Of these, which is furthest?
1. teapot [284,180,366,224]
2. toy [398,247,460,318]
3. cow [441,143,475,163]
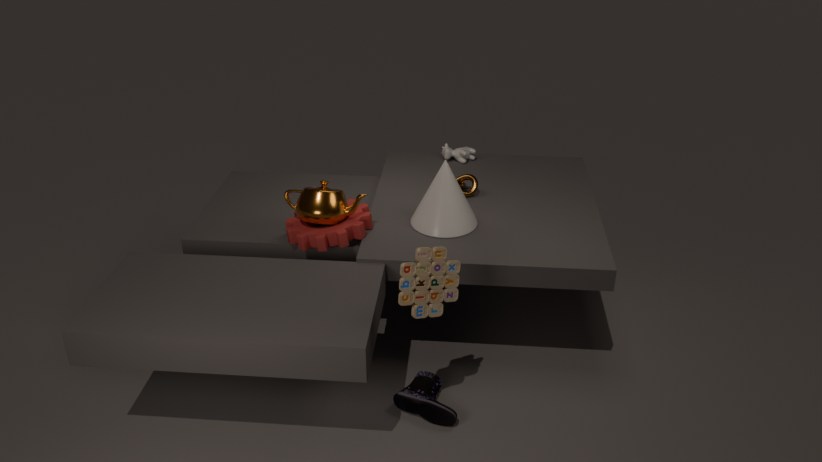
cow [441,143,475,163]
